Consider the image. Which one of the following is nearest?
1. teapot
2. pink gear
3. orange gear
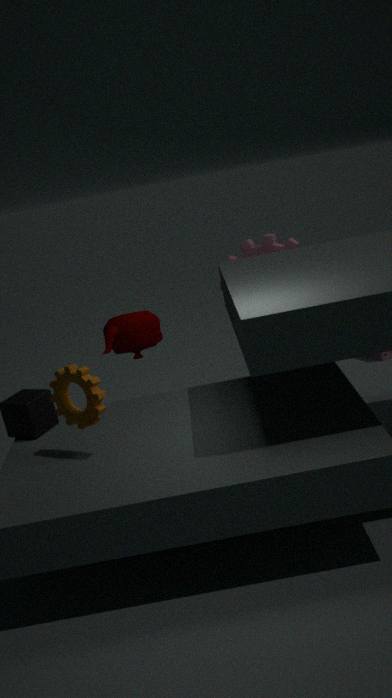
orange gear
